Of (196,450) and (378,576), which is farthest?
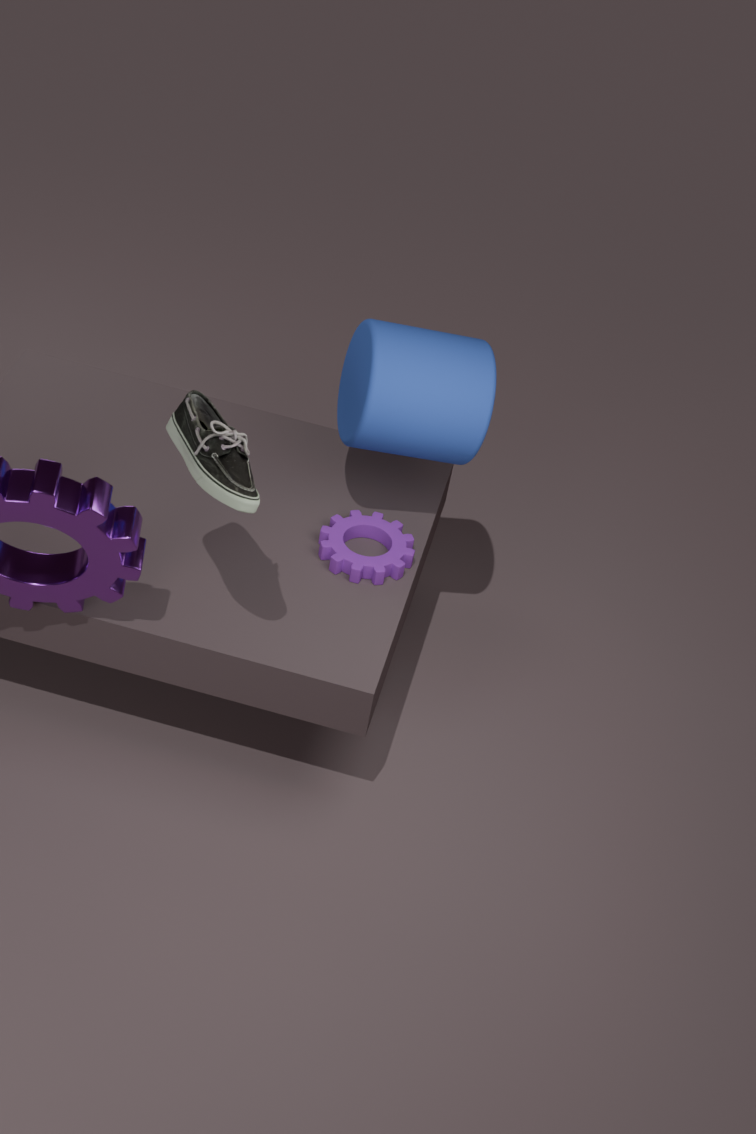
(378,576)
